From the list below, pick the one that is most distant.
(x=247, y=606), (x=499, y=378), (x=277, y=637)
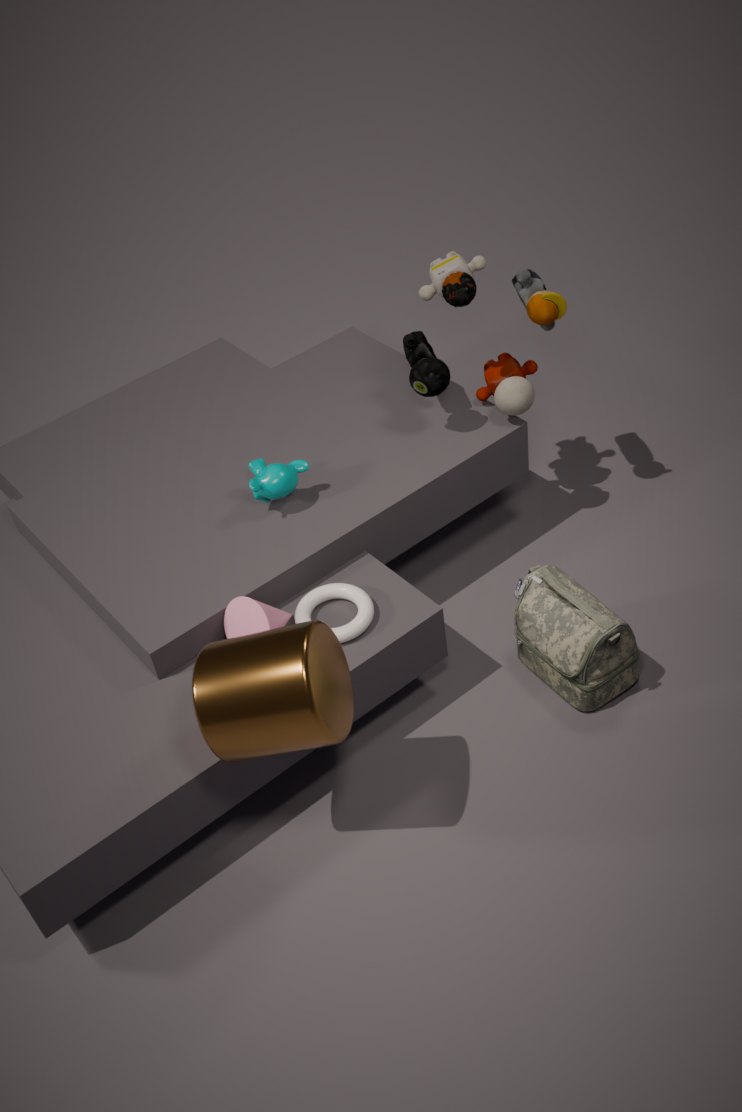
(x=499, y=378)
